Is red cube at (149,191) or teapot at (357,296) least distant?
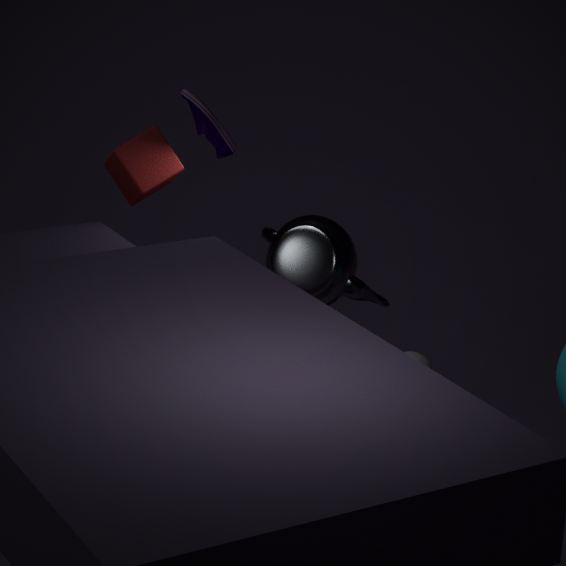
red cube at (149,191)
